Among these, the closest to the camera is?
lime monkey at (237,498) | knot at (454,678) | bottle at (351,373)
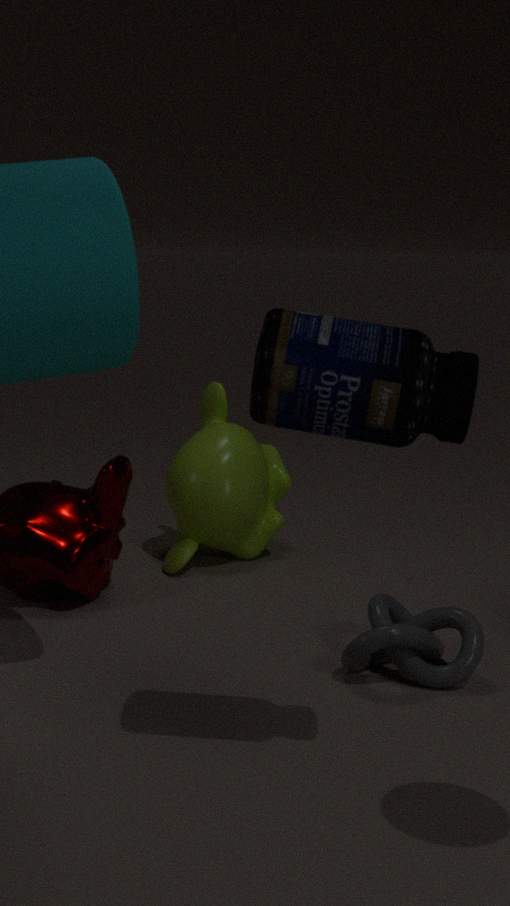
bottle at (351,373)
